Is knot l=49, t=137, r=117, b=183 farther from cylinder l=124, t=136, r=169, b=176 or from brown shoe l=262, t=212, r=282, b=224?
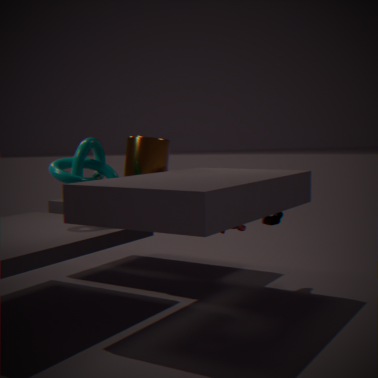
brown shoe l=262, t=212, r=282, b=224
